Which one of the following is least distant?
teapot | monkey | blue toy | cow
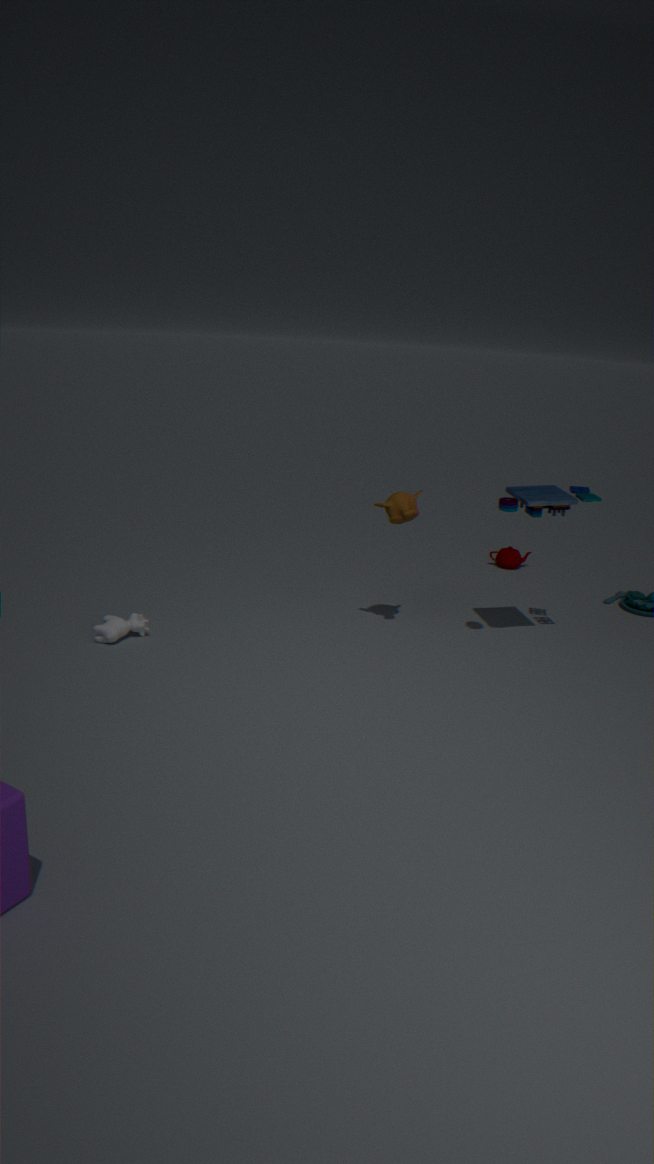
blue toy
